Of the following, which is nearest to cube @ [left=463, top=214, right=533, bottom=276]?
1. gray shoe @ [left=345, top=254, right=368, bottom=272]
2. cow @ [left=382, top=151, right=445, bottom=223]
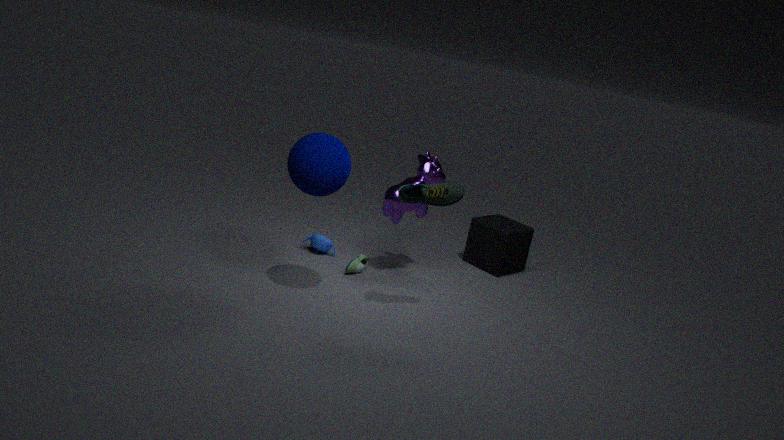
cow @ [left=382, top=151, right=445, bottom=223]
